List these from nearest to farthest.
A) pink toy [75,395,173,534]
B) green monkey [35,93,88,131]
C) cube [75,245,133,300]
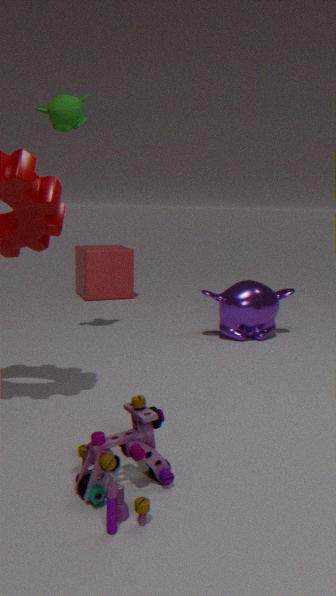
1. pink toy [75,395,173,534]
2. green monkey [35,93,88,131]
3. cube [75,245,133,300]
